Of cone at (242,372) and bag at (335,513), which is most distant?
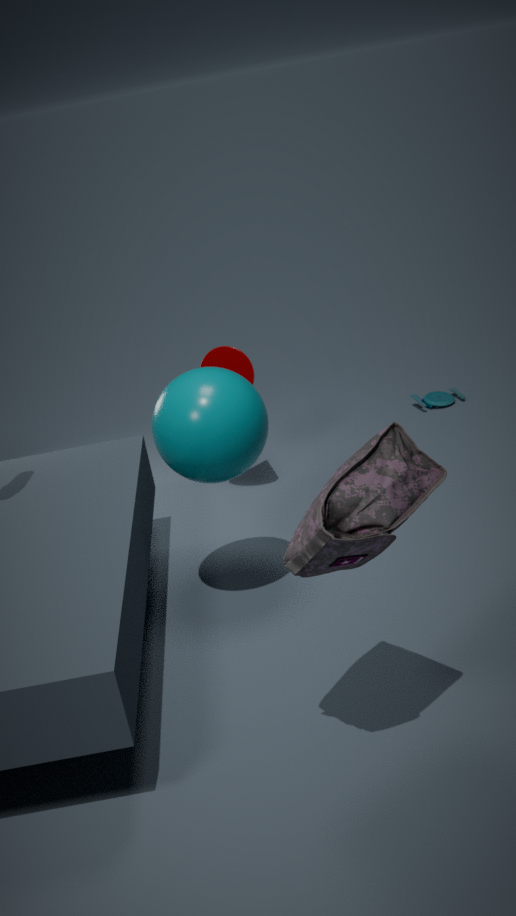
cone at (242,372)
